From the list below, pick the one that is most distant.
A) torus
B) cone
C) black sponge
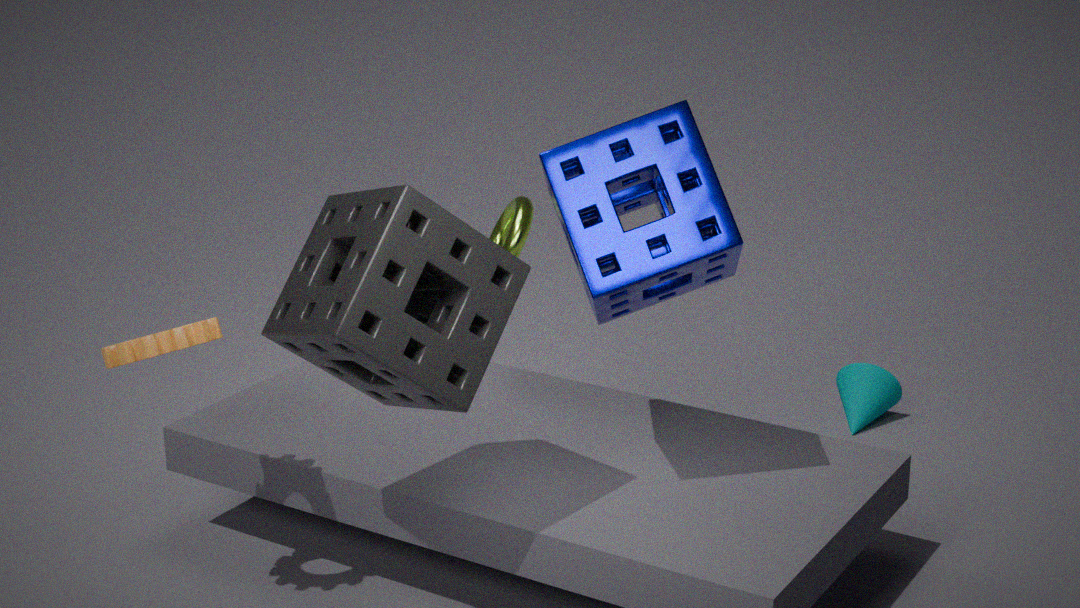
cone
